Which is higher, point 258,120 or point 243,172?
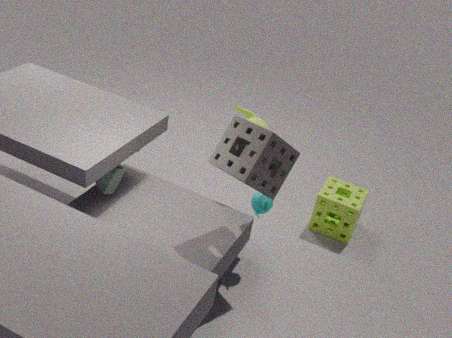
point 243,172
